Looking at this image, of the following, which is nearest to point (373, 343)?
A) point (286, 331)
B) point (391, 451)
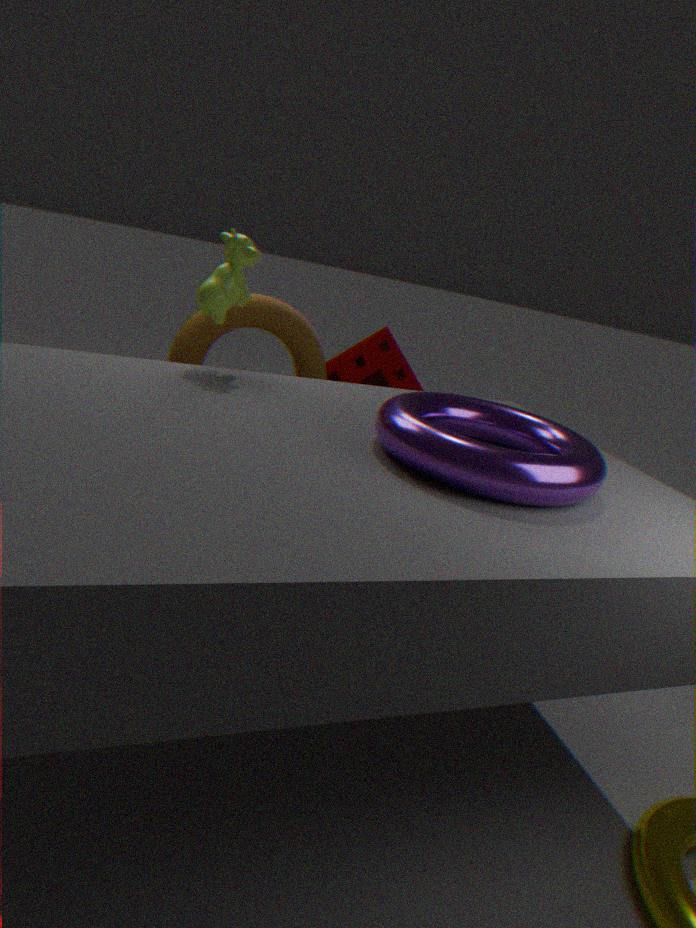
point (286, 331)
